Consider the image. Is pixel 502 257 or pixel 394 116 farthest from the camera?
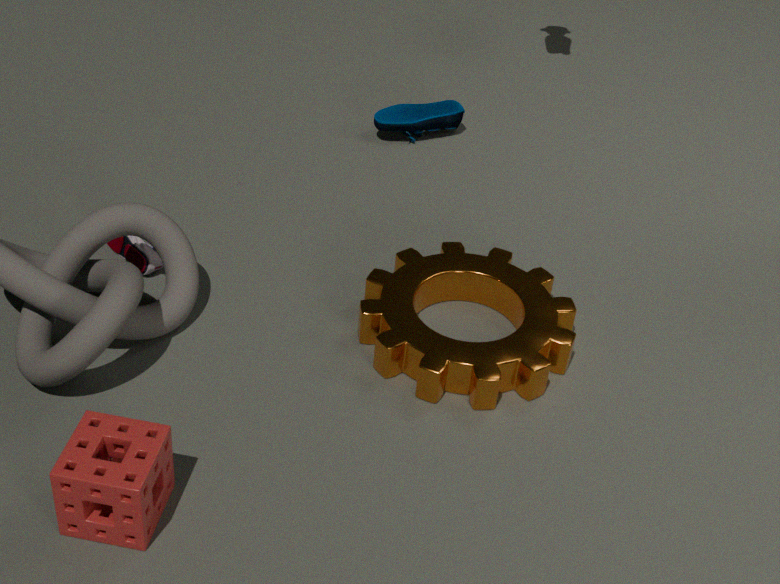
pixel 394 116
